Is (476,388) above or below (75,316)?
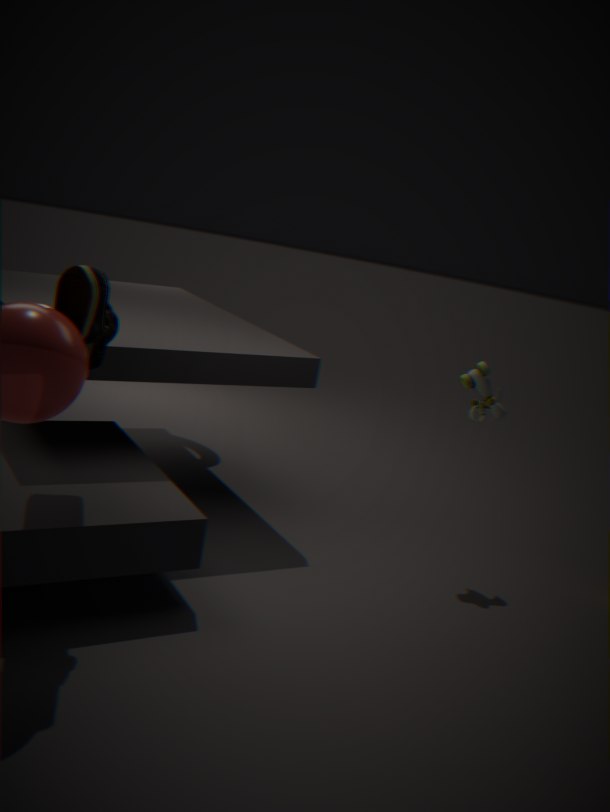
below
